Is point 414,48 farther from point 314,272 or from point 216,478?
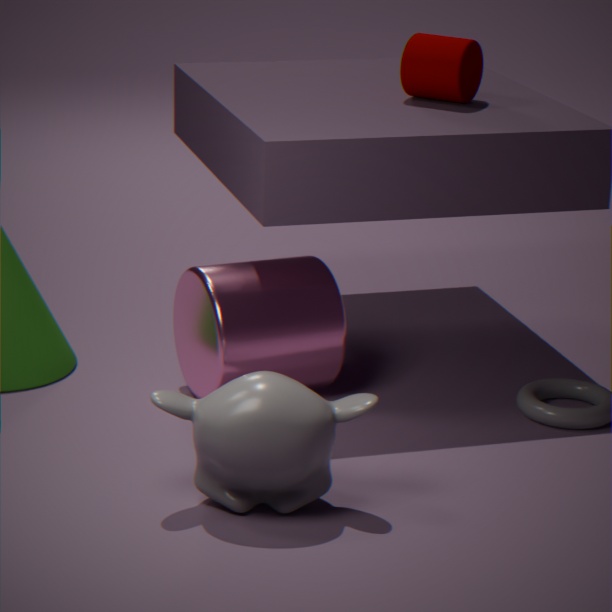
point 216,478
